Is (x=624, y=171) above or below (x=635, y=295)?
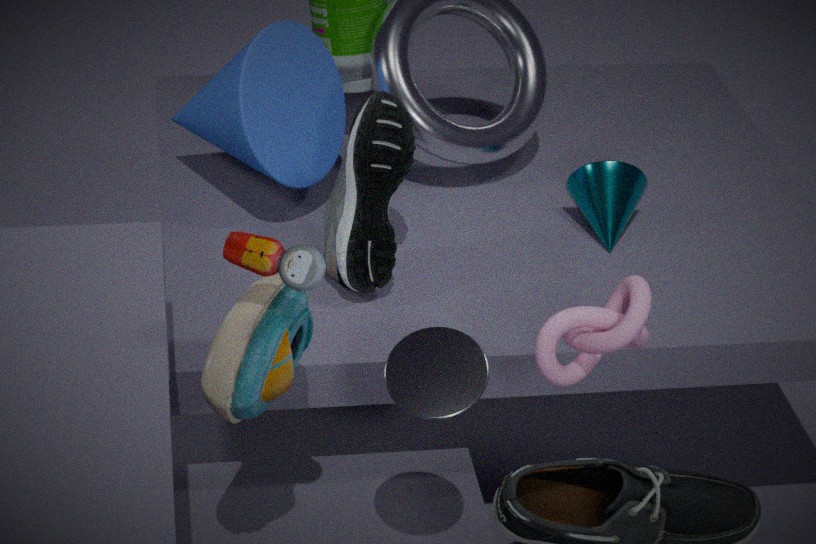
below
